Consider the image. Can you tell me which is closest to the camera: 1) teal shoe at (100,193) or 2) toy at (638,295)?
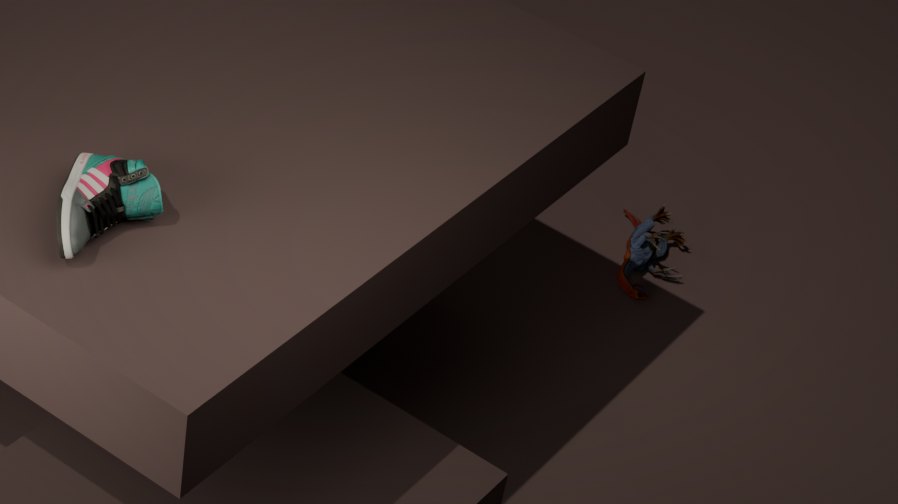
1. teal shoe at (100,193)
